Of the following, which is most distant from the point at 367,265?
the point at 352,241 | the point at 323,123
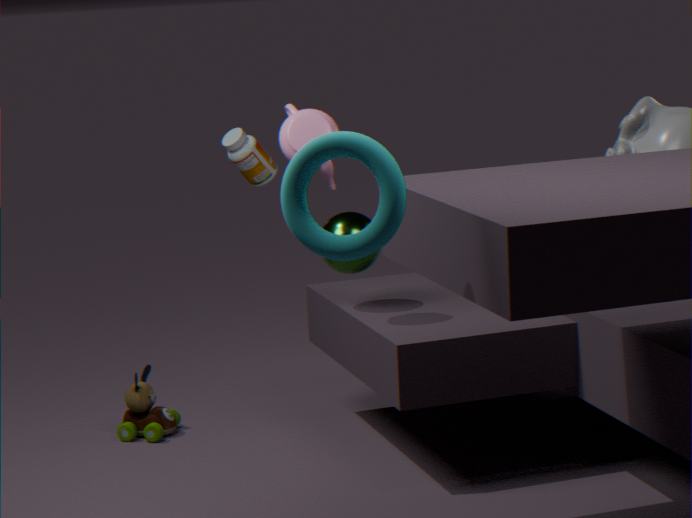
the point at 352,241
